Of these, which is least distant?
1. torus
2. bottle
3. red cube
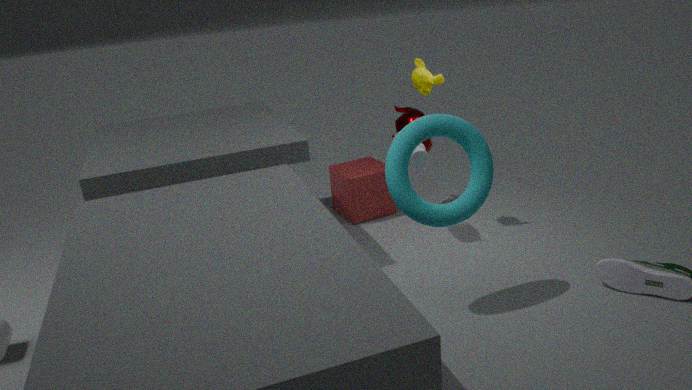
torus
